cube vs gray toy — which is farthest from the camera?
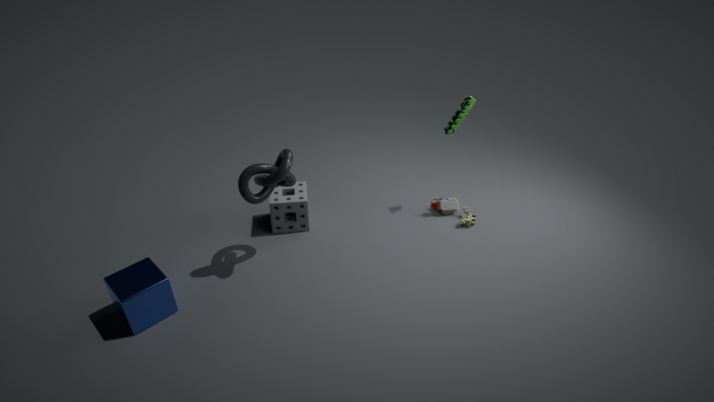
gray toy
